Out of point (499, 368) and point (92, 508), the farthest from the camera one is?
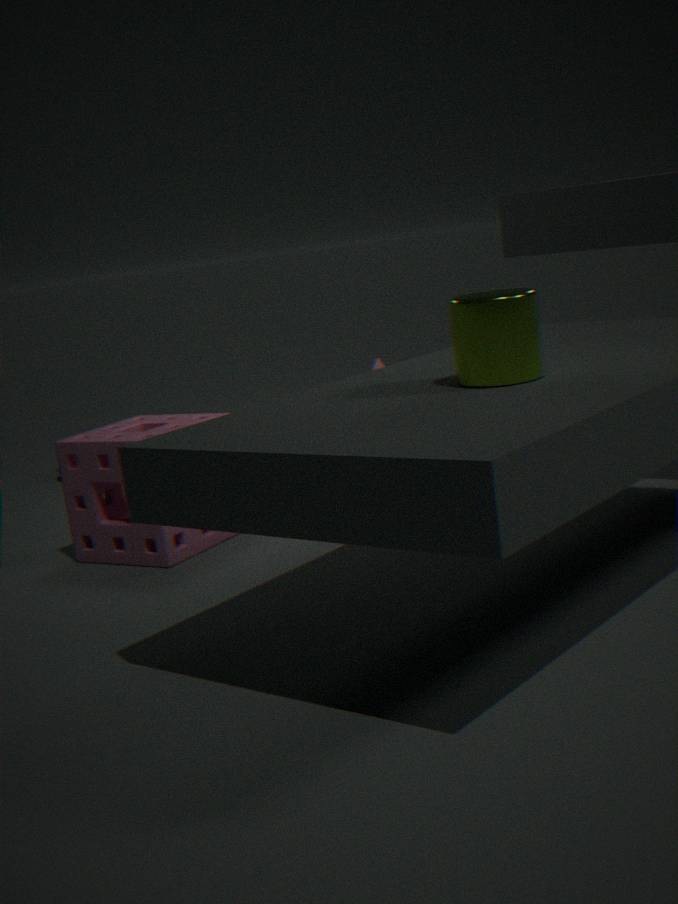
point (92, 508)
